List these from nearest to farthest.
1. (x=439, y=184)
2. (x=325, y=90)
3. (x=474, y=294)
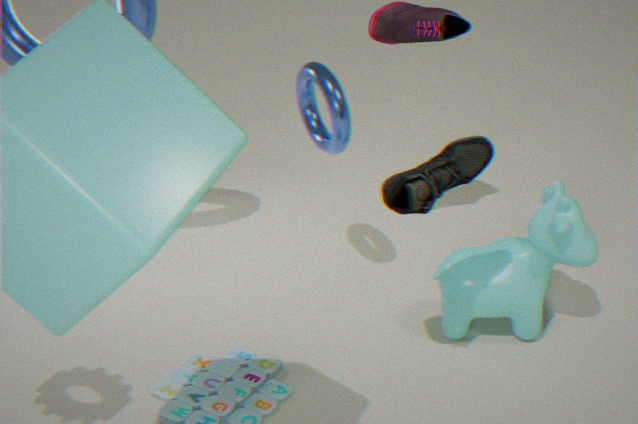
(x=439, y=184)
(x=325, y=90)
(x=474, y=294)
